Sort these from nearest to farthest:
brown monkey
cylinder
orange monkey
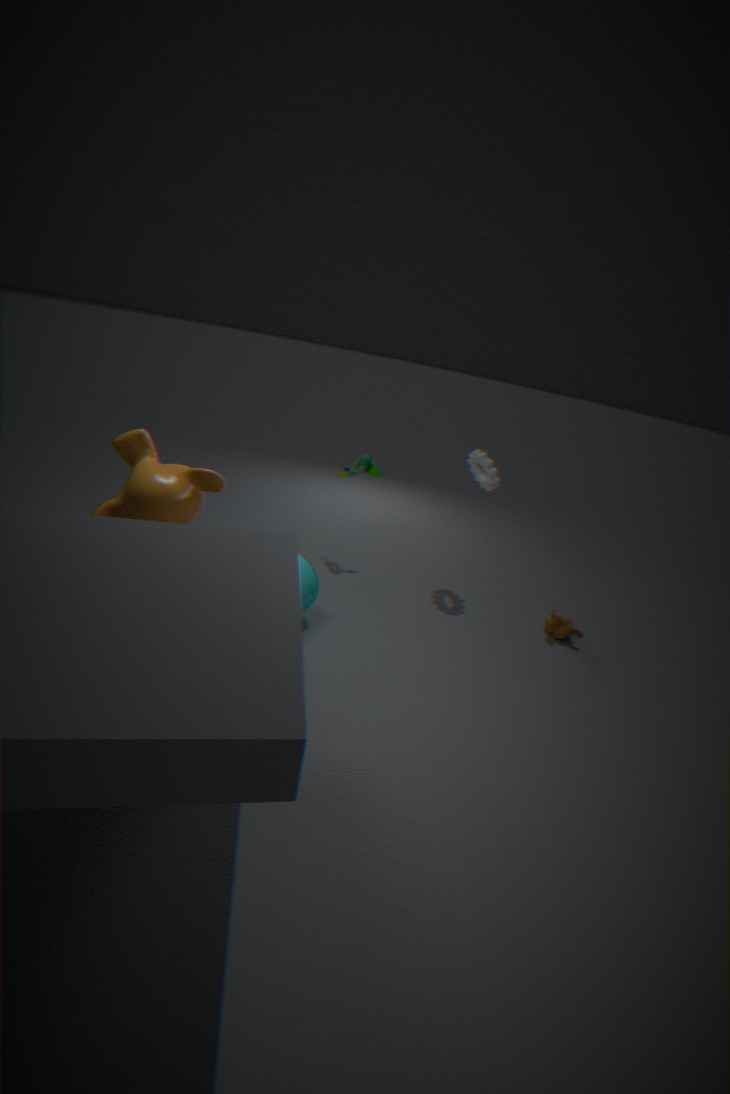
orange monkey
cylinder
brown monkey
